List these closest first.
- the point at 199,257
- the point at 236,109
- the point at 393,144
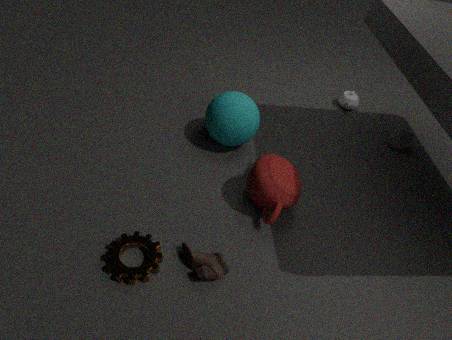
the point at 199,257, the point at 236,109, the point at 393,144
